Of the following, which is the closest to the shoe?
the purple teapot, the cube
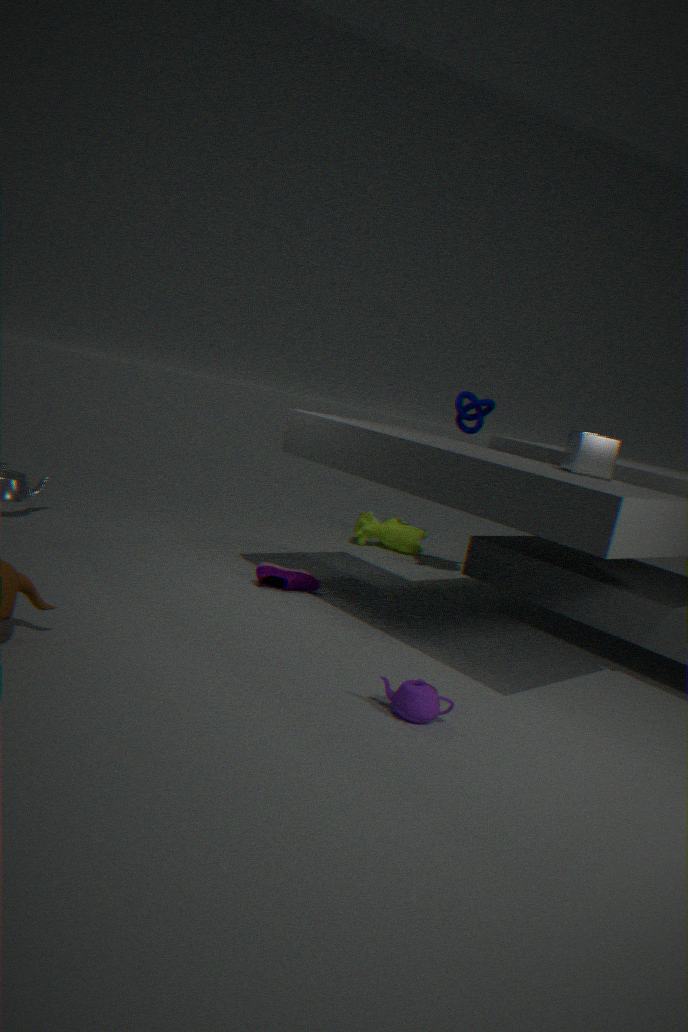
the purple teapot
